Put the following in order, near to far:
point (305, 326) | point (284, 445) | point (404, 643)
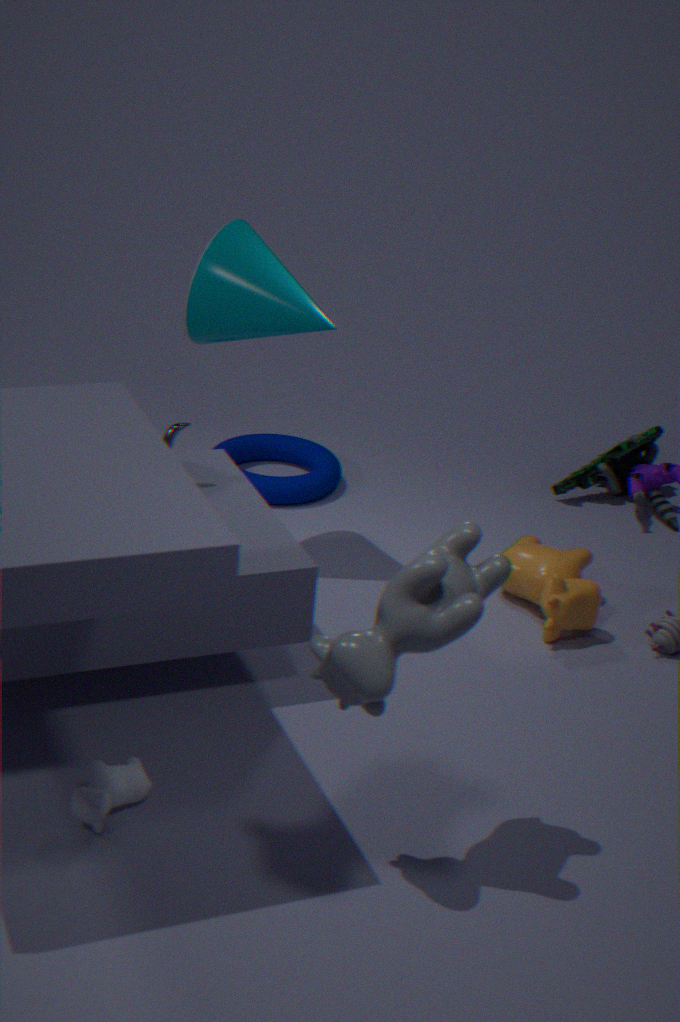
point (404, 643)
point (305, 326)
point (284, 445)
